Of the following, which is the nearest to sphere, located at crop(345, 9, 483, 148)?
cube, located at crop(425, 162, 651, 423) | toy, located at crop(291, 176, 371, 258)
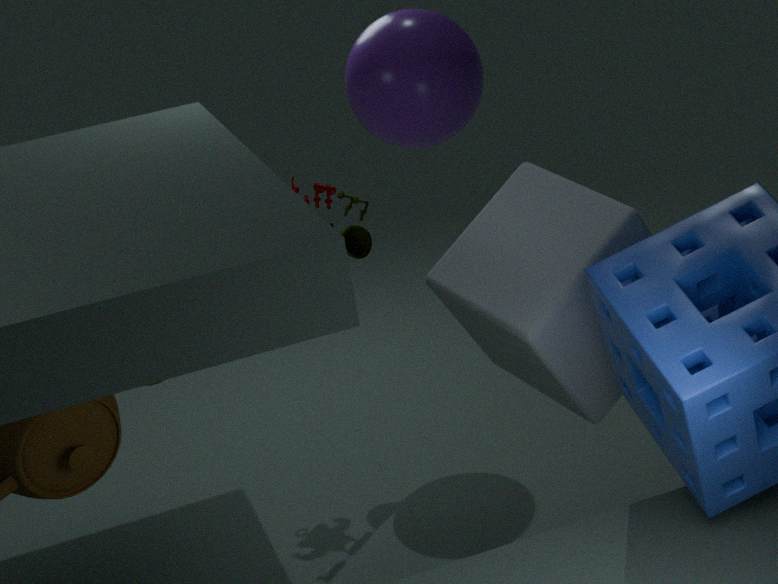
toy, located at crop(291, 176, 371, 258)
